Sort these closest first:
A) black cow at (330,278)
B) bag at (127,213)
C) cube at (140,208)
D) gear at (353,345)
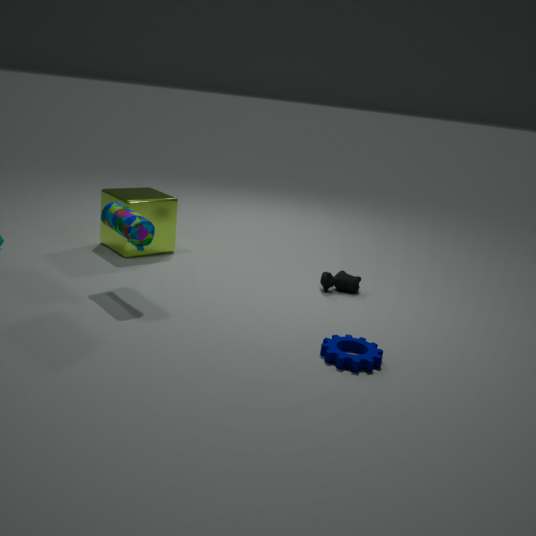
1. gear at (353,345)
2. bag at (127,213)
3. black cow at (330,278)
4. cube at (140,208)
